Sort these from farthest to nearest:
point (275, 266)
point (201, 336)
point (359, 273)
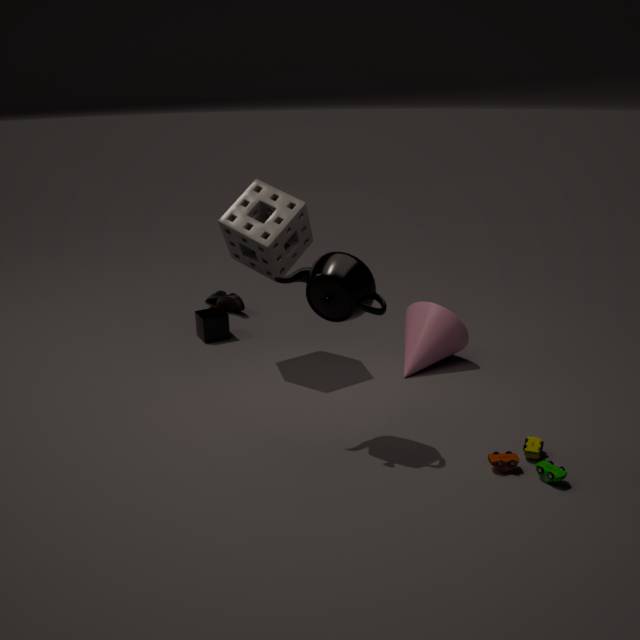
point (201, 336)
point (275, 266)
point (359, 273)
